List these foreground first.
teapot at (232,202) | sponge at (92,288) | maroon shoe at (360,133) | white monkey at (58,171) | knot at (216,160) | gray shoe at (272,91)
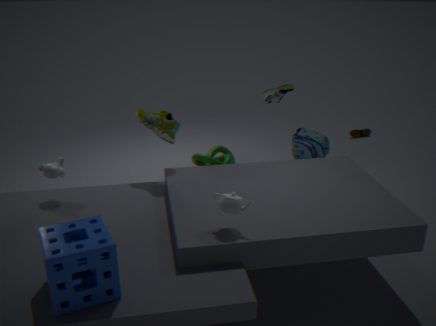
sponge at (92,288) → teapot at (232,202) → white monkey at (58,171) → gray shoe at (272,91) → knot at (216,160) → maroon shoe at (360,133)
